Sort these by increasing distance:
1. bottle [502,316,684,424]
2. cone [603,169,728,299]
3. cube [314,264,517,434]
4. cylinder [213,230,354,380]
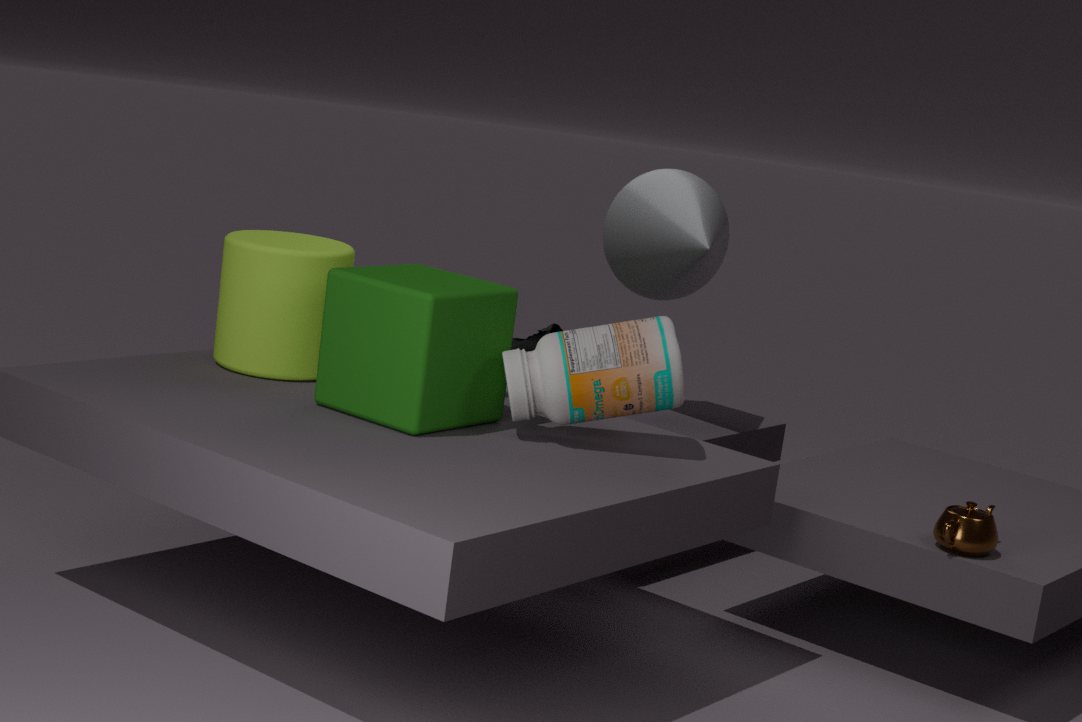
cube [314,264,517,434], bottle [502,316,684,424], cylinder [213,230,354,380], cone [603,169,728,299]
